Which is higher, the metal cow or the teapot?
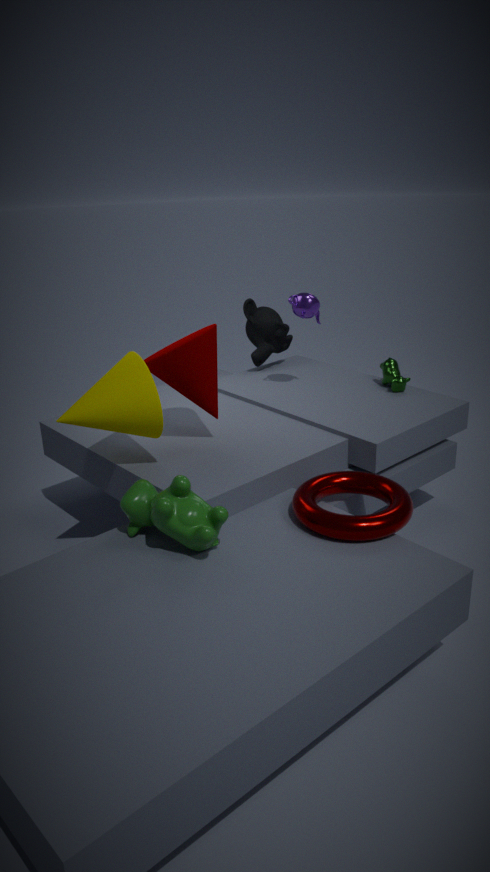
the teapot
